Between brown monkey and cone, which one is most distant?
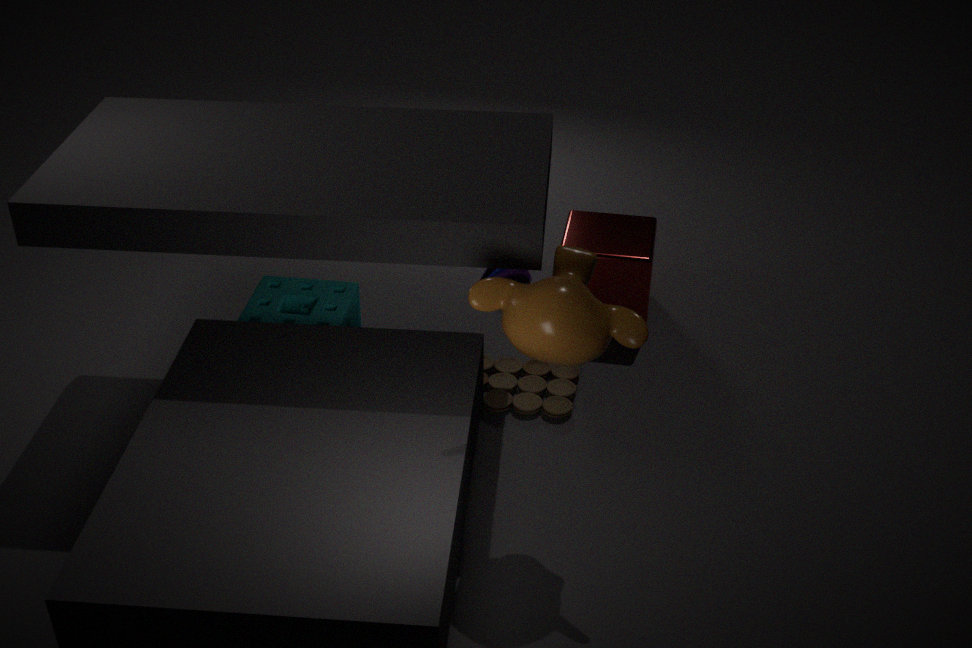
cone
